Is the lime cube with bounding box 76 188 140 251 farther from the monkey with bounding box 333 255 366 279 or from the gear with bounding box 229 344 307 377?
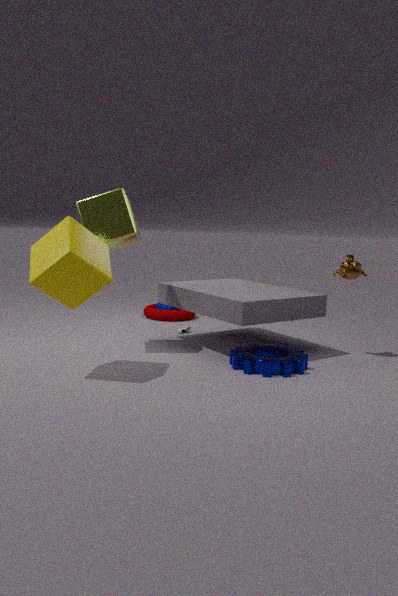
the monkey with bounding box 333 255 366 279
